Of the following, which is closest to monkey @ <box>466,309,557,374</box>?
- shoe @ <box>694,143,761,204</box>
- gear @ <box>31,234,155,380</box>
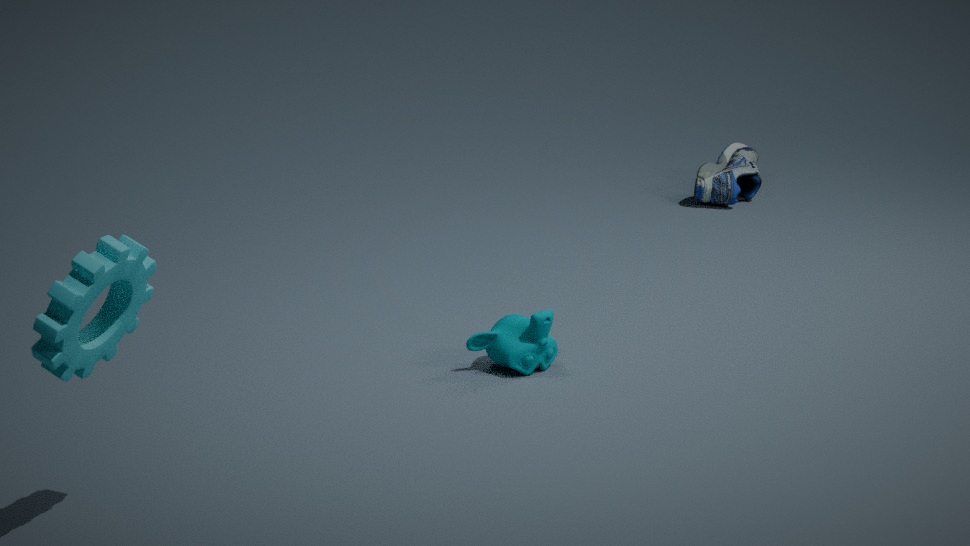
gear @ <box>31,234,155,380</box>
